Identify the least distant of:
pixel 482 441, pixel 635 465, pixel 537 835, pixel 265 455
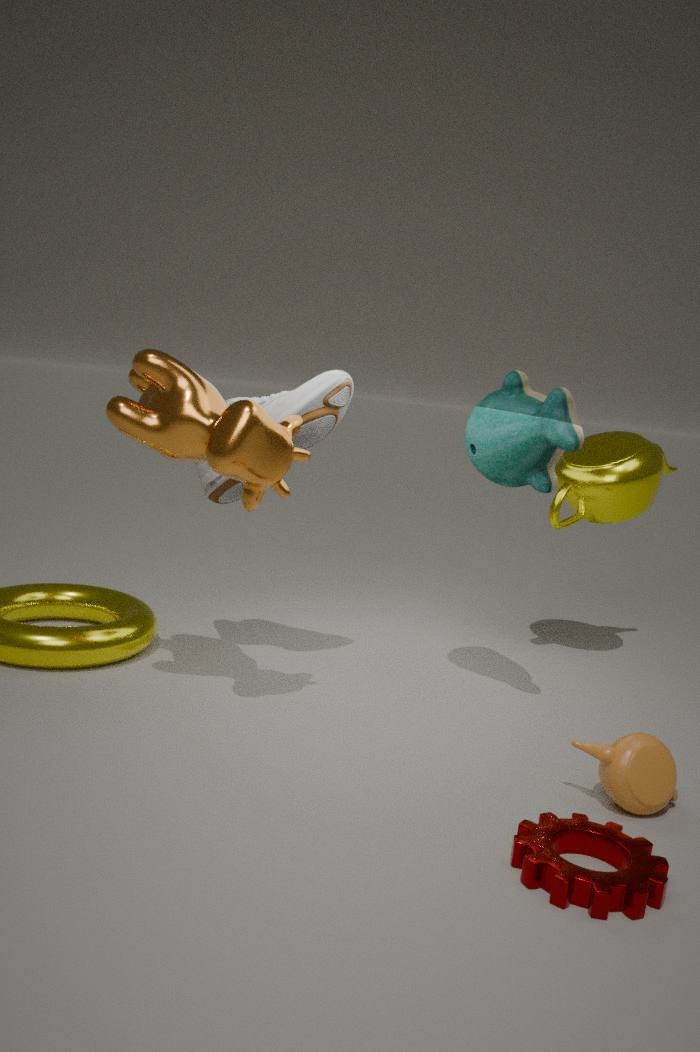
pixel 537 835
